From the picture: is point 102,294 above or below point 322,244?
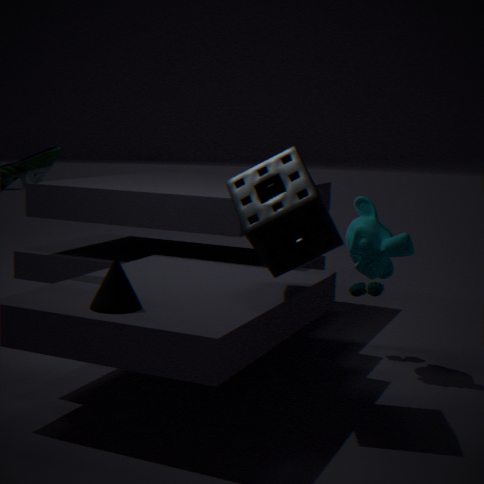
below
